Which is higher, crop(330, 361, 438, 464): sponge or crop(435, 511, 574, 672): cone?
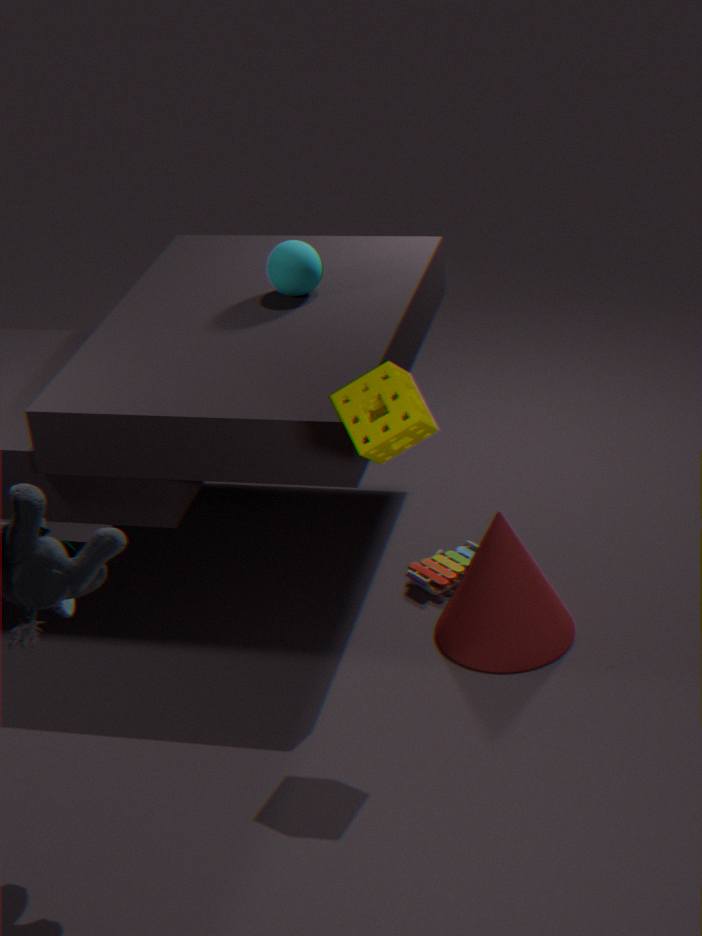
crop(330, 361, 438, 464): sponge
